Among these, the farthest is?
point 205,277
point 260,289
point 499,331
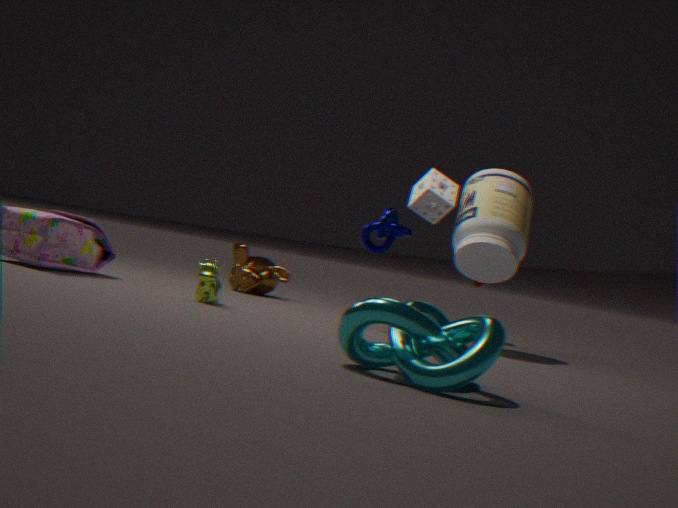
point 260,289
